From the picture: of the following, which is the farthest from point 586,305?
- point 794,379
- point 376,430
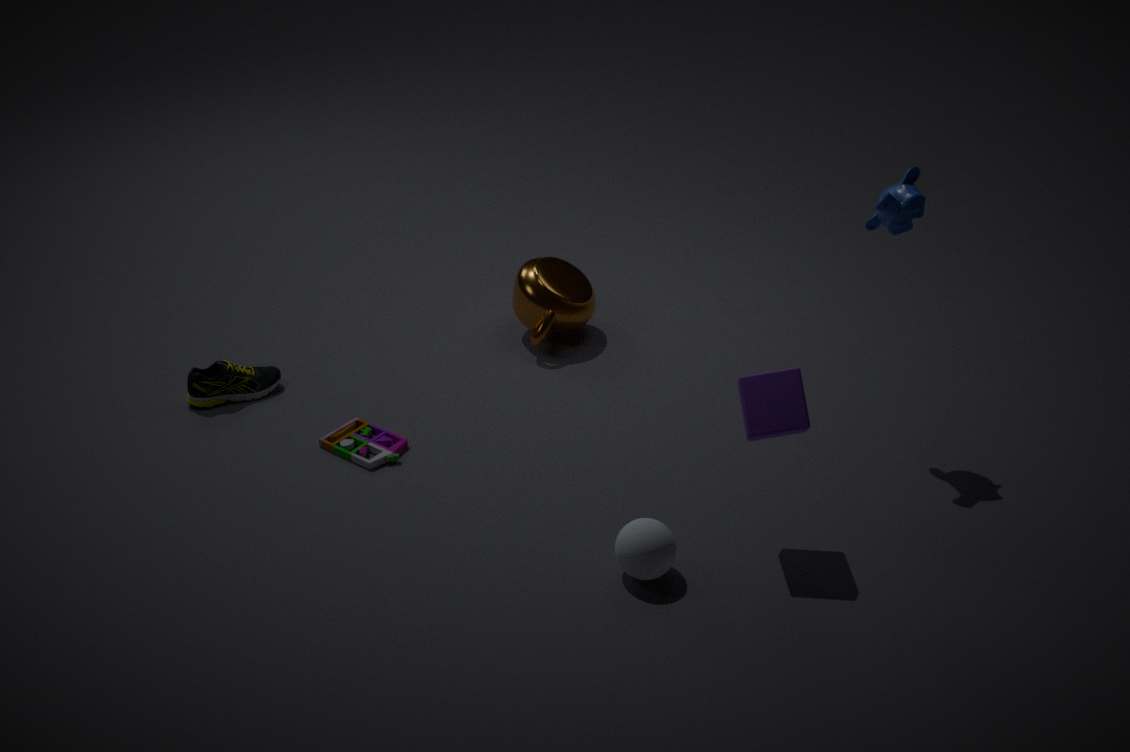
point 794,379
